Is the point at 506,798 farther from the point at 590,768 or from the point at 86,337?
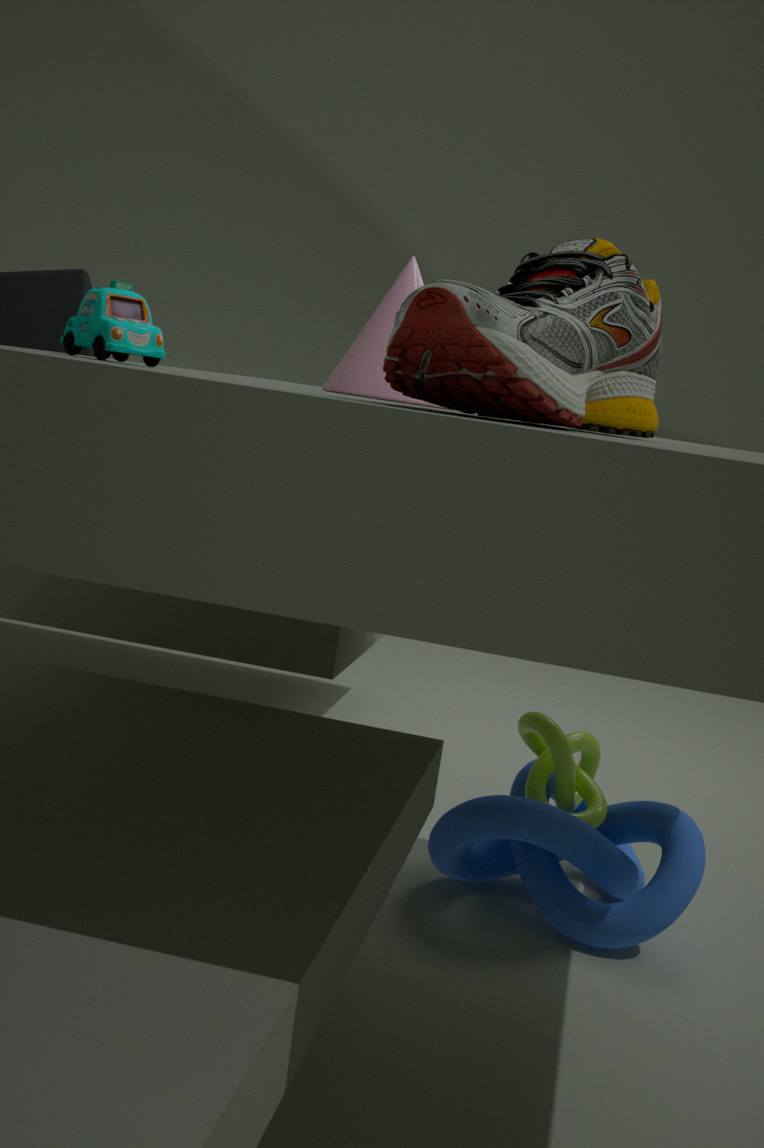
the point at 86,337
